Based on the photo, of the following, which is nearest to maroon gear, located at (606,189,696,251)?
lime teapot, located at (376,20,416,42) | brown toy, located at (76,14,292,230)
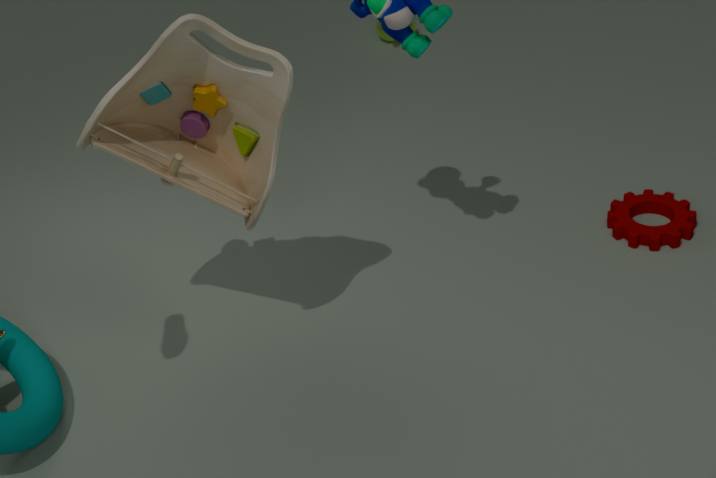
brown toy, located at (76,14,292,230)
